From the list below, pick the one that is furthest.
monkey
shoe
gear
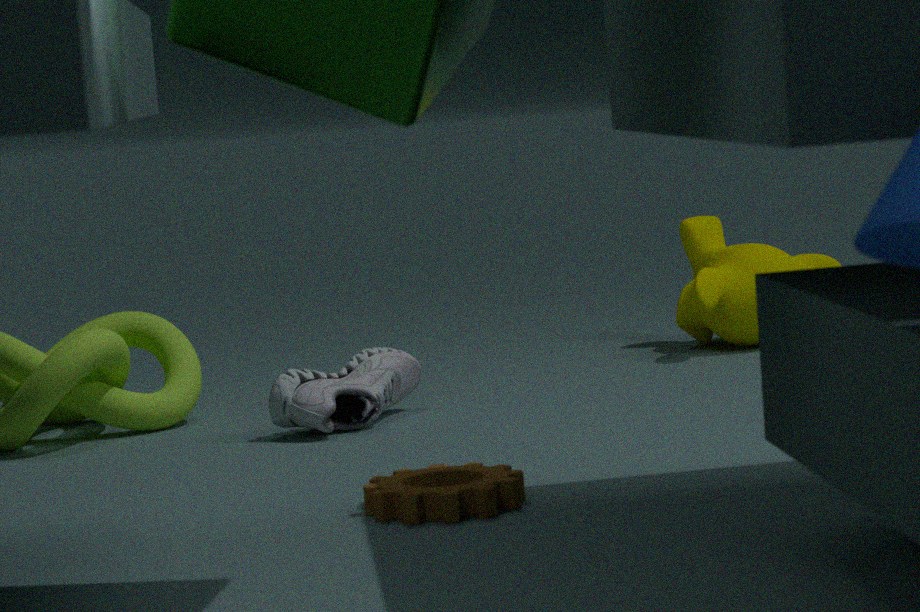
monkey
